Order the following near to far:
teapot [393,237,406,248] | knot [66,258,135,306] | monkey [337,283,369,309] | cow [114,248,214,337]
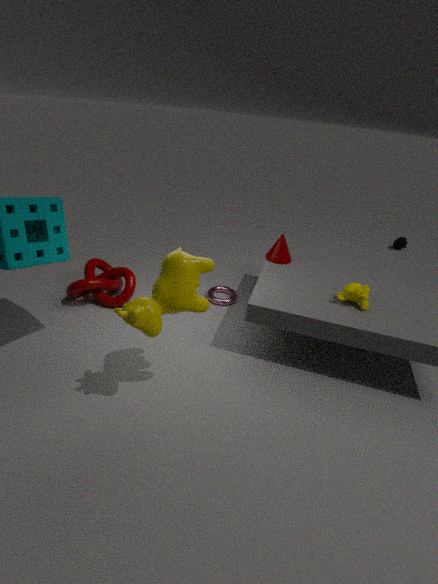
cow [114,248,214,337]
monkey [337,283,369,309]
knot [66,258,135,306]
teapot [393,237,406,248]
